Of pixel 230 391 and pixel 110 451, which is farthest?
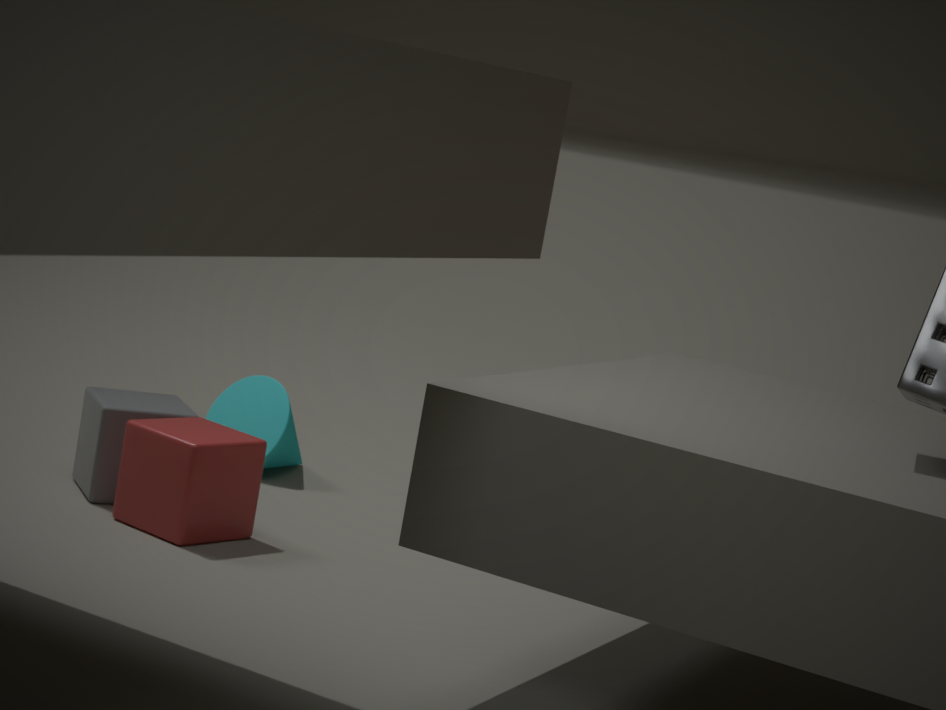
pixel 230 391
